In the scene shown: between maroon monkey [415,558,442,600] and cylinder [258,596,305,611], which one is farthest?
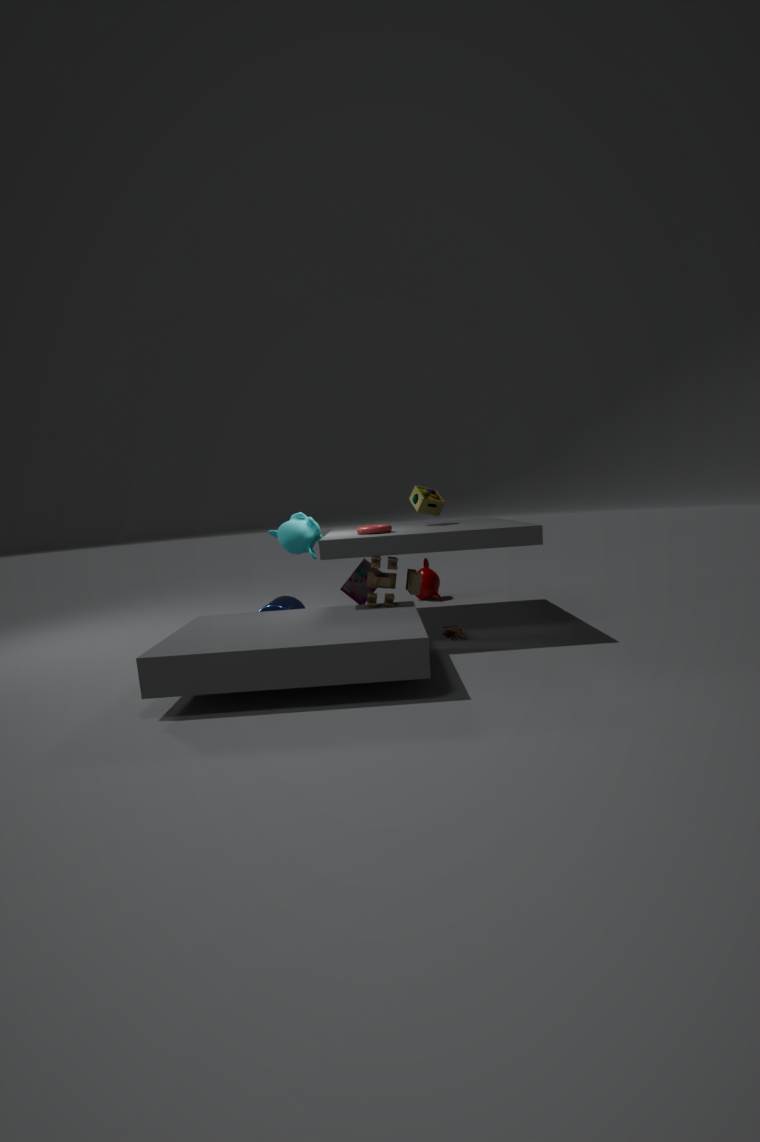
maroon monkey [415,558,442,600]
